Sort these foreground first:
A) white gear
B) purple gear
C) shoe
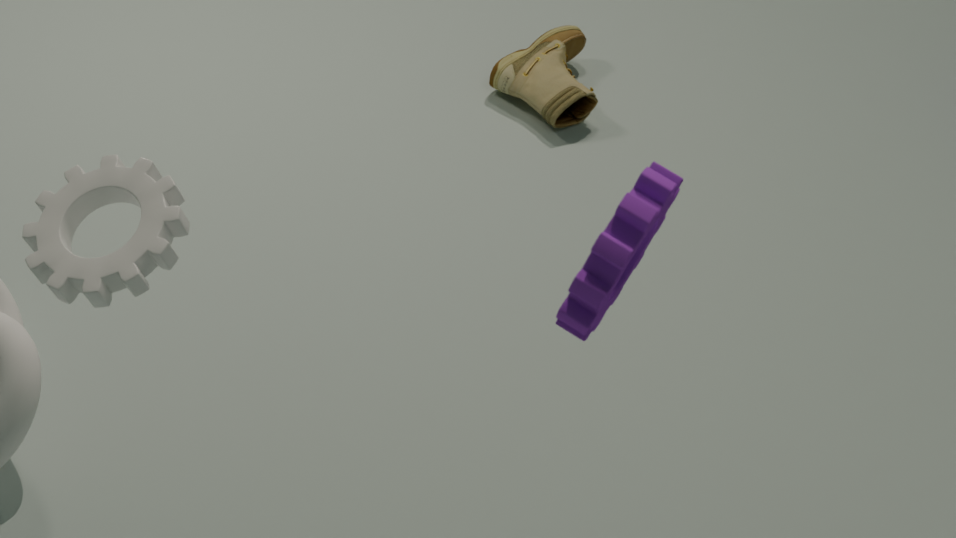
1. purple gear
2. white gear
3. shoe
